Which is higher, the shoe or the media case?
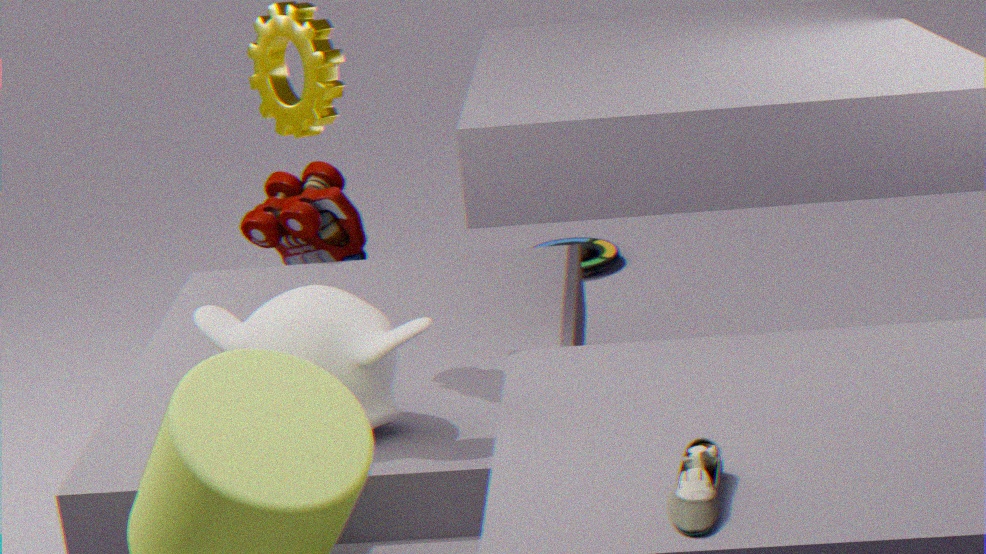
the shoe
